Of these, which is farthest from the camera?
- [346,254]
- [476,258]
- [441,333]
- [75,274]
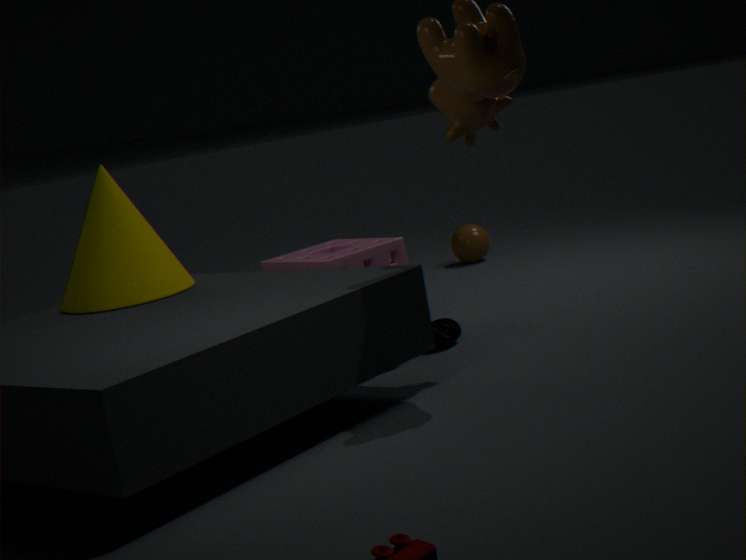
[476,258]
